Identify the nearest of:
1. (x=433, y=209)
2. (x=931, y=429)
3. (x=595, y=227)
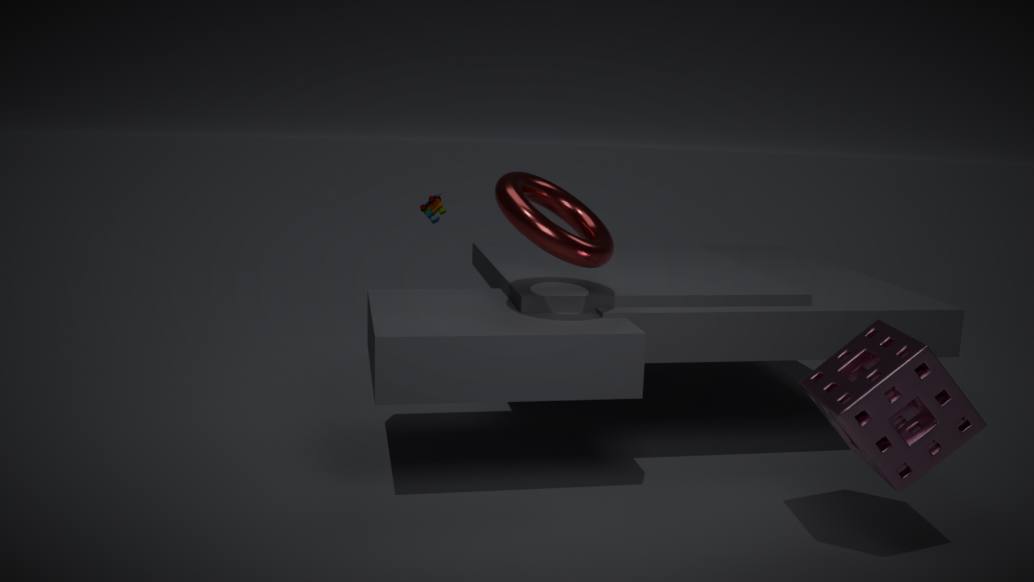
(x=931, y=429)
